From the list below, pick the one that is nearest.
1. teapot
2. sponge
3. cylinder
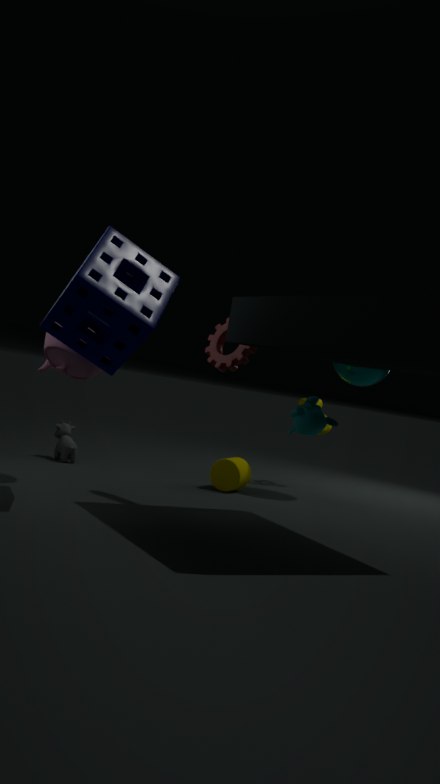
sponge
